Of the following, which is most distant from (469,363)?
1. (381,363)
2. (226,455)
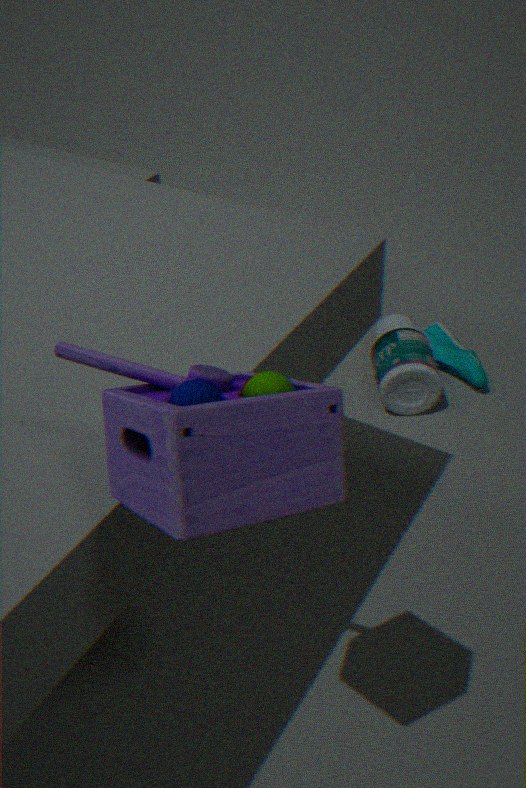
(226,455)
